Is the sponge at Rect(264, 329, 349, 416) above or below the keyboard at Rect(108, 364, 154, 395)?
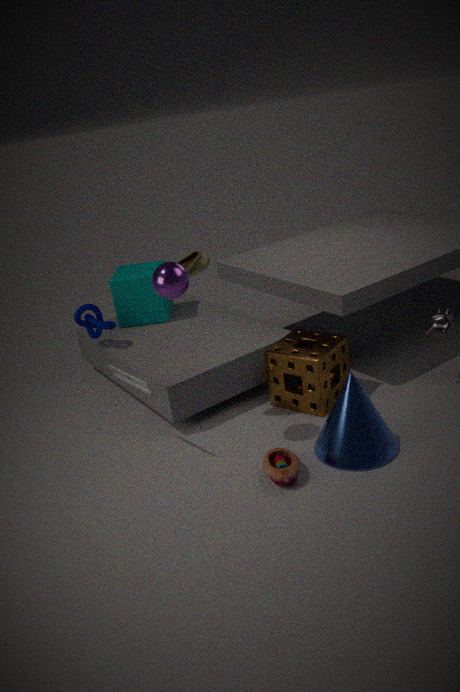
below
